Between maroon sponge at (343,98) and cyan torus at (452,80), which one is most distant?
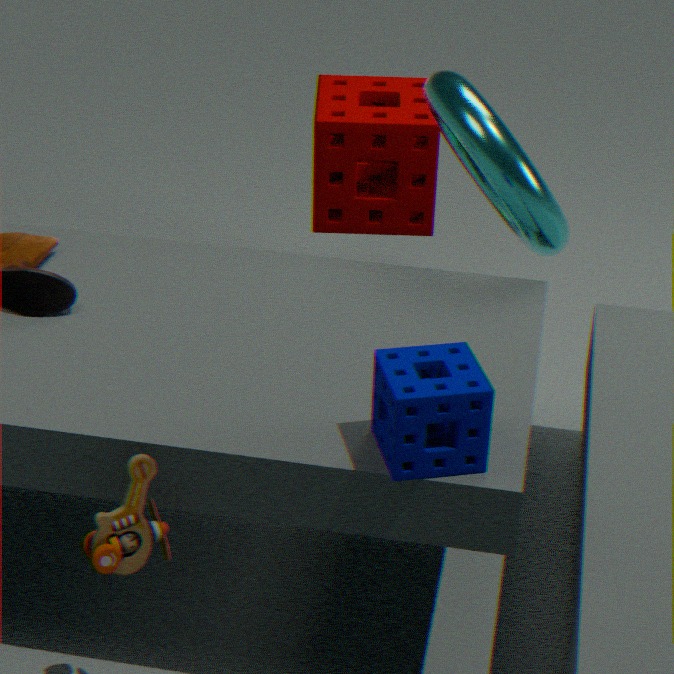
maroon sponge at (343,98)
